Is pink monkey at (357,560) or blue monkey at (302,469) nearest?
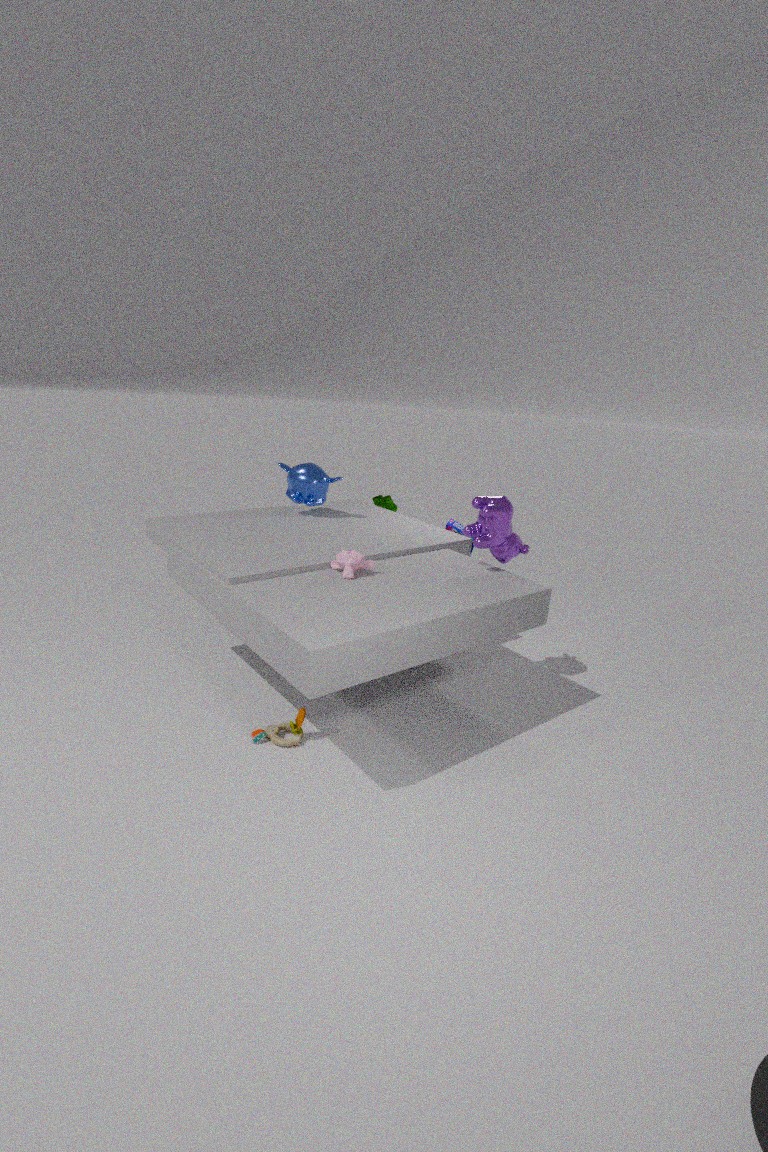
pink monkey at (357,560)
